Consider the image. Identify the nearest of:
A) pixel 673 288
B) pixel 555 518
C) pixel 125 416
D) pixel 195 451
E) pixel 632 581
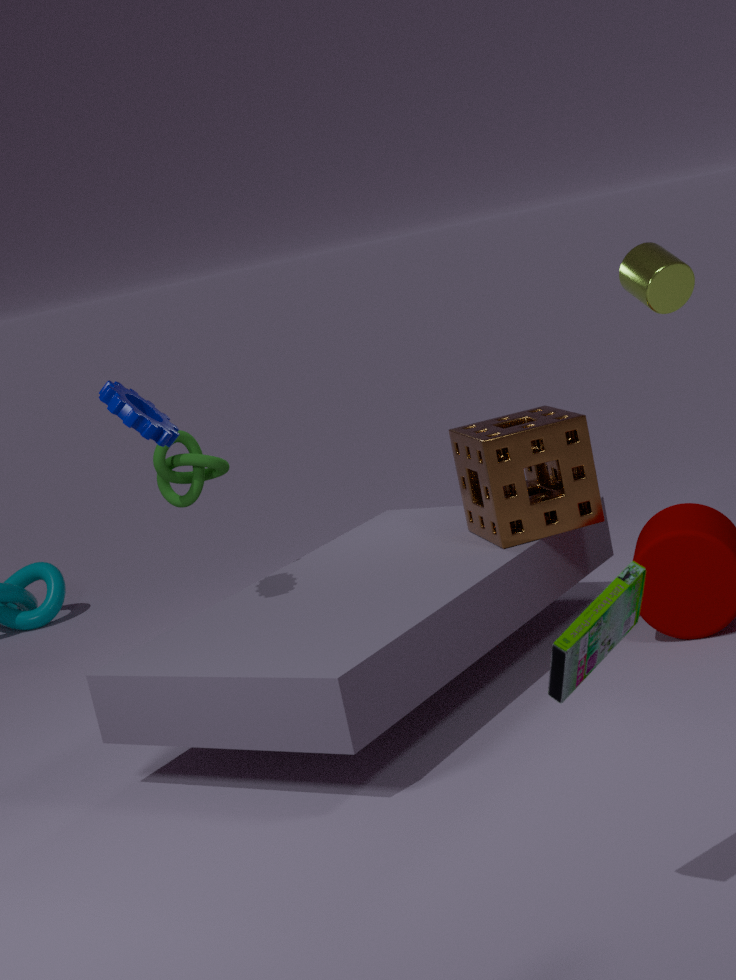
pixel 632 581
